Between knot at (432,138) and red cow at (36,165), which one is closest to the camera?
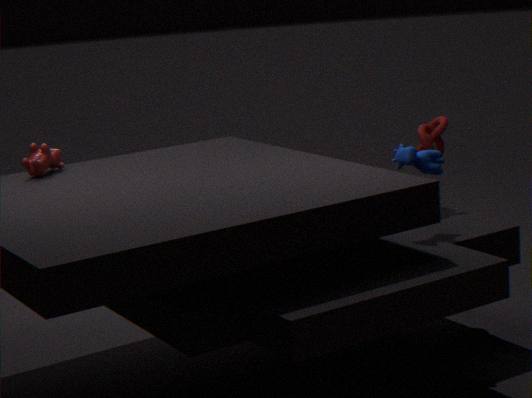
red cow at (36,165)
